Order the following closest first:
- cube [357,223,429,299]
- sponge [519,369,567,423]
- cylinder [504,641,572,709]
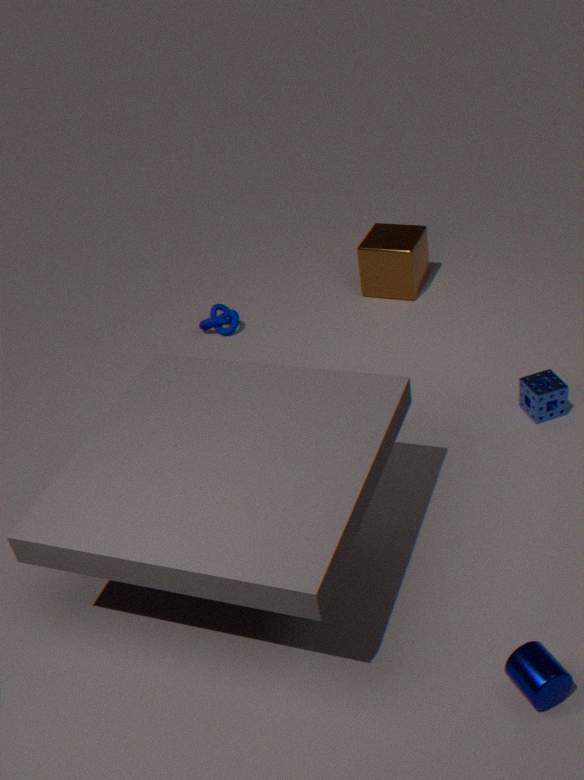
cylinder [504,641,572,709], sponge [519,369,567,423], cube [357,223,429,299]
